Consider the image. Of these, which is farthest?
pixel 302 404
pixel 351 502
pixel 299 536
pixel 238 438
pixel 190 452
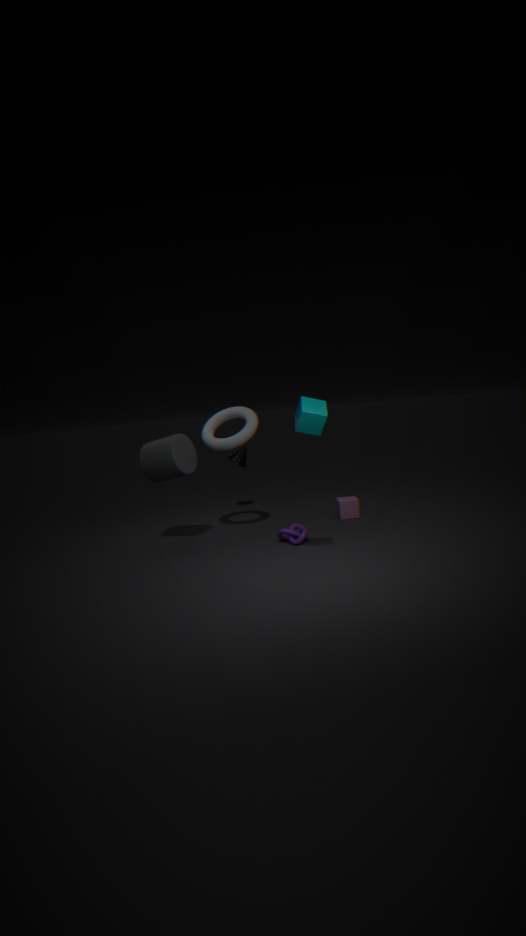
pixel 351 502
